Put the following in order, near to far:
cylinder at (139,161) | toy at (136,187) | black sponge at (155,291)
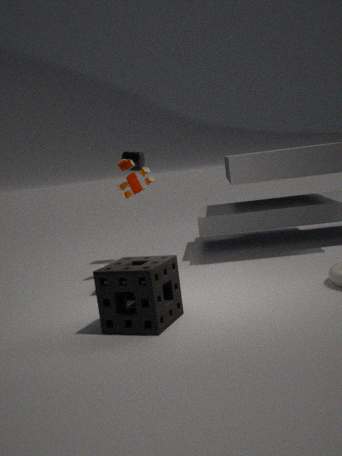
black sponge at (155,291) < toy at (136,187) < cylinder at (139,161)
